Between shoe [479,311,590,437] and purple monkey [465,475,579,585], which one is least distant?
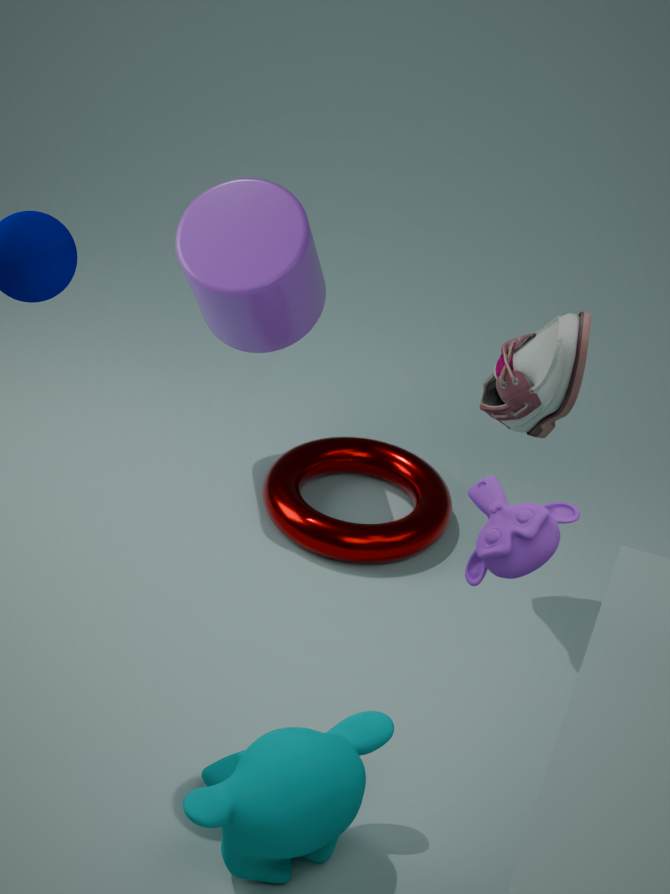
purple monkey [465,475,579,585]
